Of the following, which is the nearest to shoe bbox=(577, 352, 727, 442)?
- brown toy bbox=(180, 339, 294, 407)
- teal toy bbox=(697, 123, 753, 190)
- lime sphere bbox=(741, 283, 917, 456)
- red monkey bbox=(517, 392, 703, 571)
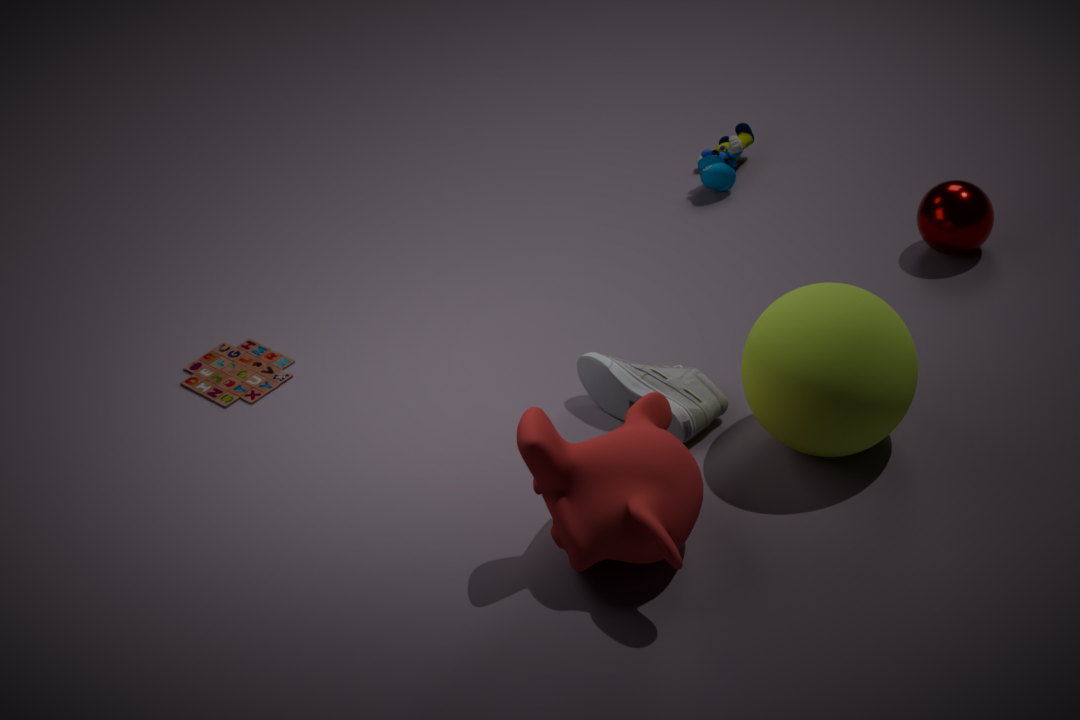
red monkey bbox=(517, 392, 703, 571)
